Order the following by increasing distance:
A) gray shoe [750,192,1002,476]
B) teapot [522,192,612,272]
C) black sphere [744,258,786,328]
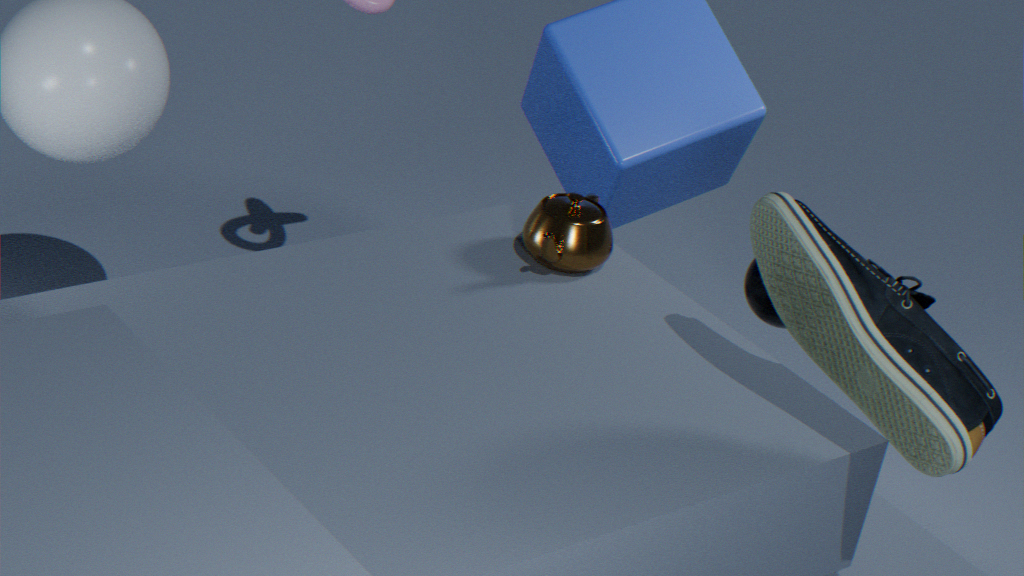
1. gray shoe [750,192,1002,476]
2. teapot [522,192,612,272]
3. black sphere [744,258,786,328]
